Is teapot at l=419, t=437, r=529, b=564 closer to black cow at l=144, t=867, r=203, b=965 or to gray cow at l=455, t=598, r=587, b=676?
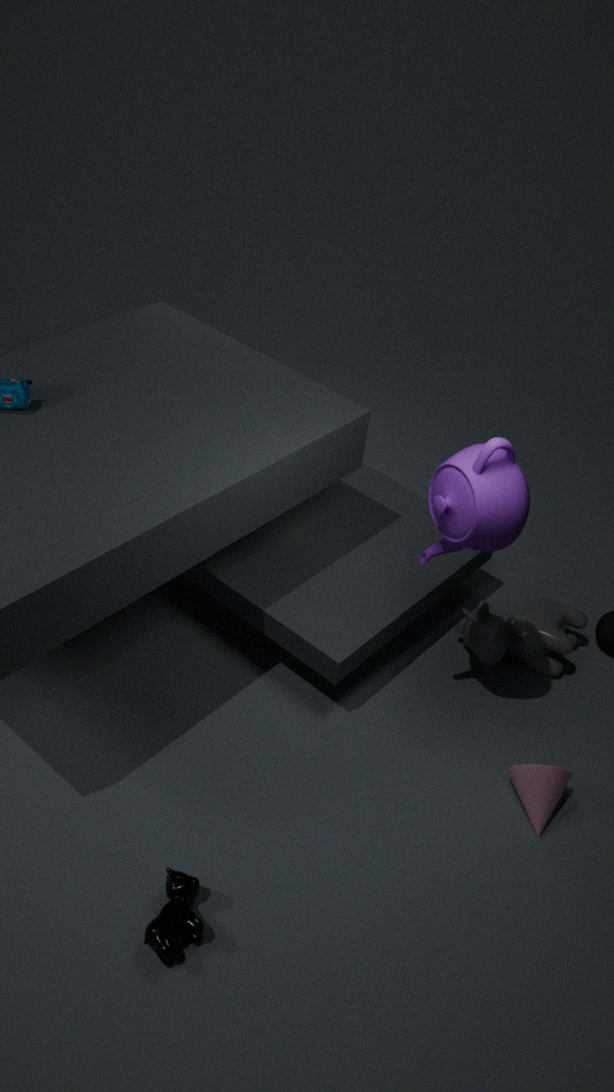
gray cow at l=455, t=598, r=587, b=676
